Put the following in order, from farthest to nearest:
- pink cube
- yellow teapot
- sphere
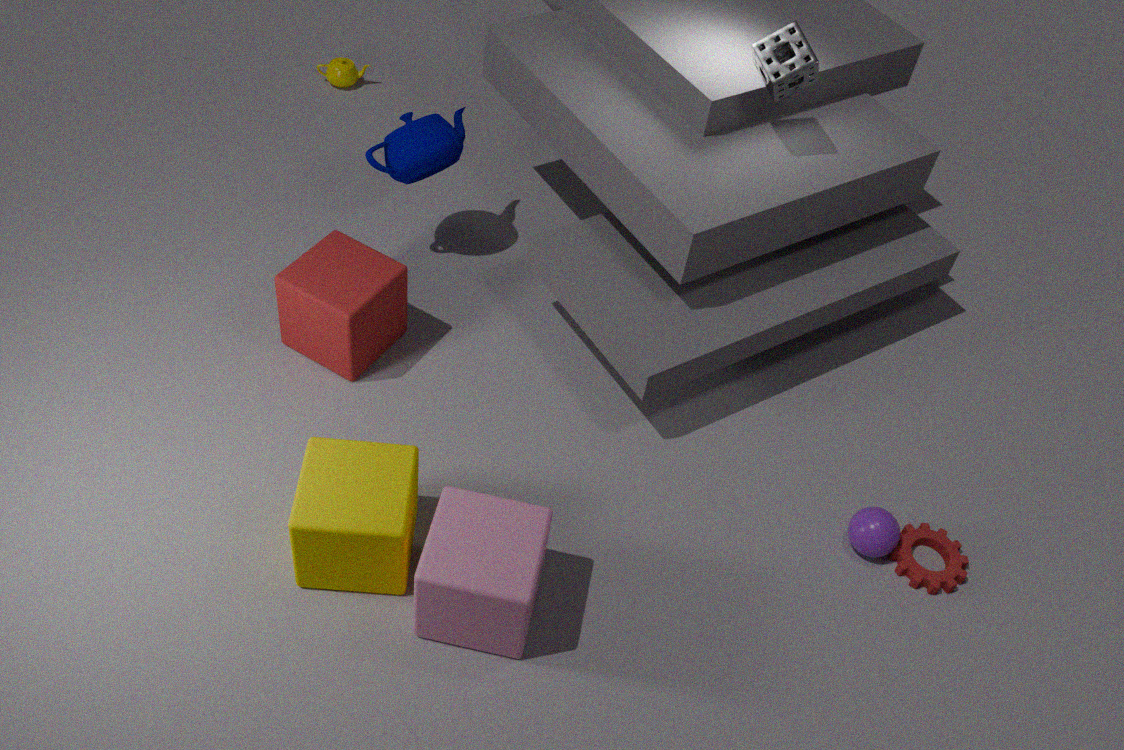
yellow teapot < sphere < pink cube
